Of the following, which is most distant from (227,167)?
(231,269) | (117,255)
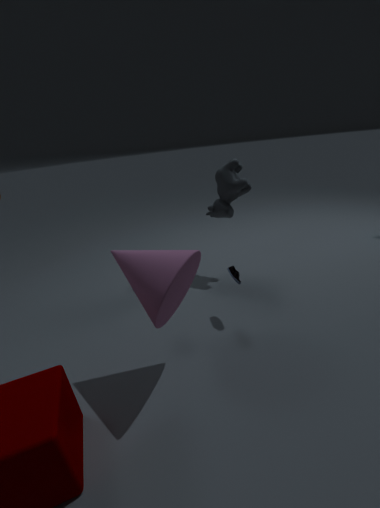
(117,255)
